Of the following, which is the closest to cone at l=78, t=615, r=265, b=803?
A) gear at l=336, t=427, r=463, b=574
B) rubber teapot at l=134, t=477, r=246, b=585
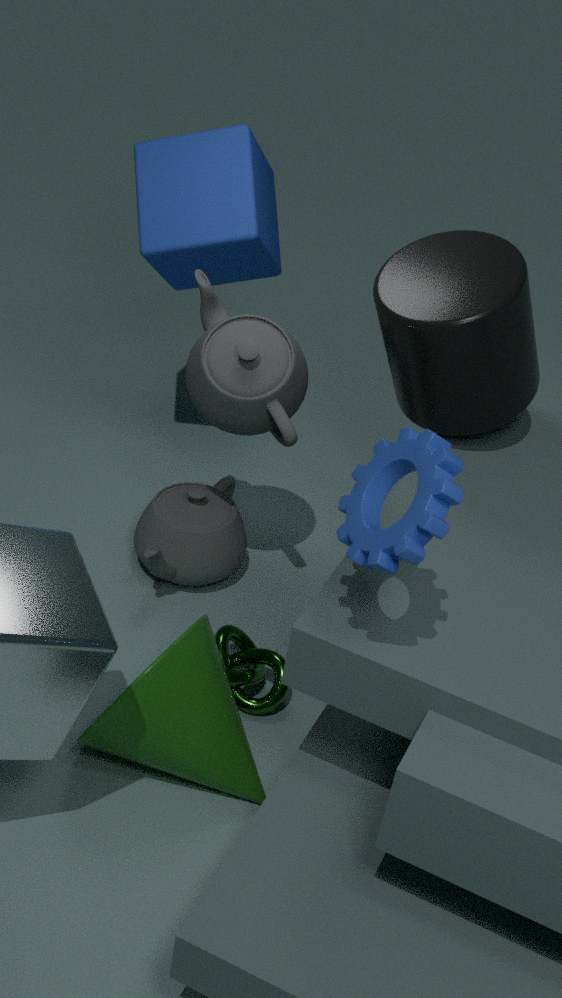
rubber teapot at l=134, t=477, r=246, b=585
